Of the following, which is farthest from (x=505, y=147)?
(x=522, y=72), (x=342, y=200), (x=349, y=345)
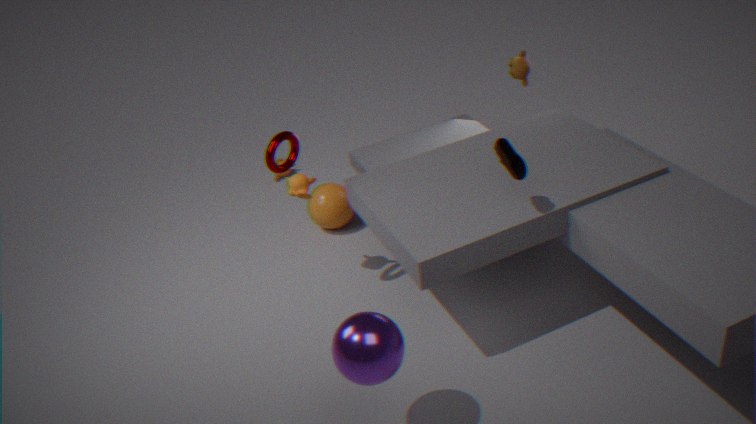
(x=342, y=200)
